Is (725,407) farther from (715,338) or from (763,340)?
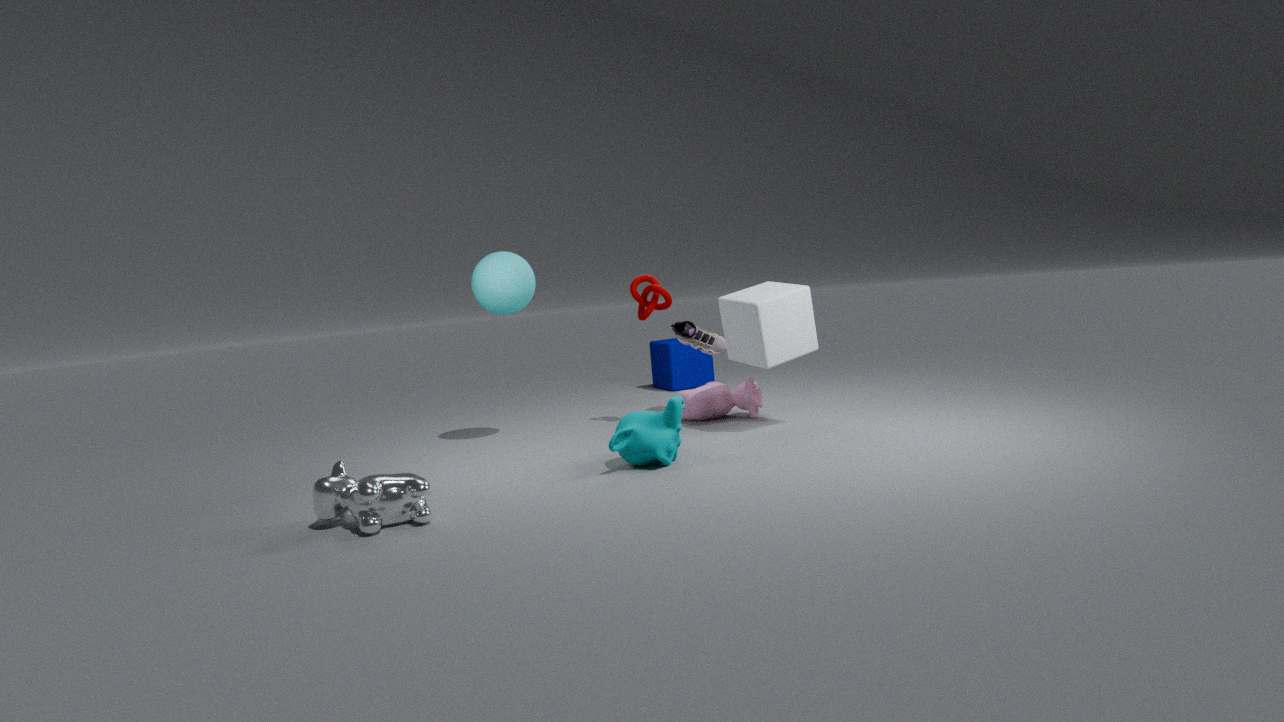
(763,340)
